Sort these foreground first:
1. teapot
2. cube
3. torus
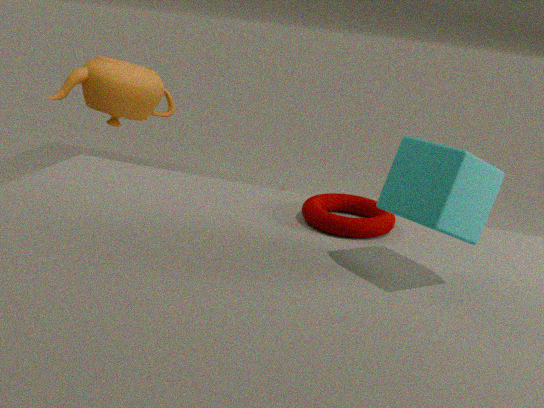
1. cube
2. torus
3. teapot
